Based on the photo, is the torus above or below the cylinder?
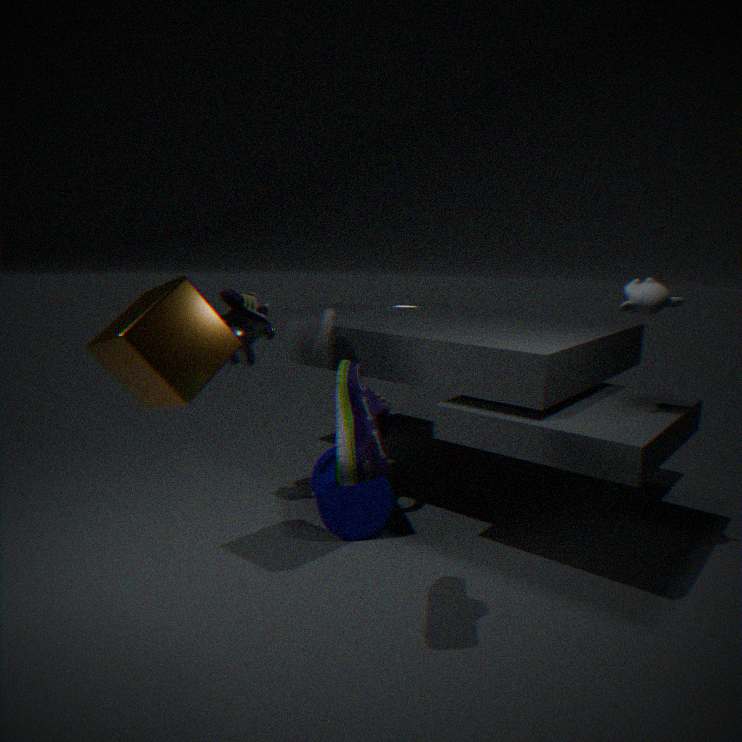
above
